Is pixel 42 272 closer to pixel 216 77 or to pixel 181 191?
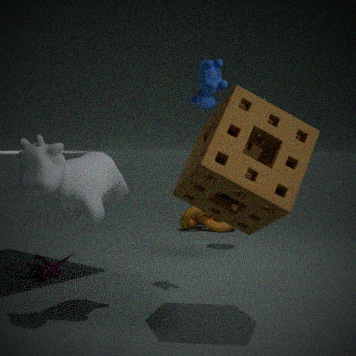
pixel 216 77
